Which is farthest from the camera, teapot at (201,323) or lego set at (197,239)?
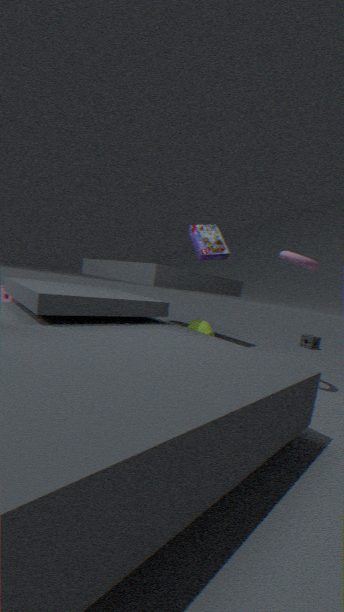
teapot at (201,323)
